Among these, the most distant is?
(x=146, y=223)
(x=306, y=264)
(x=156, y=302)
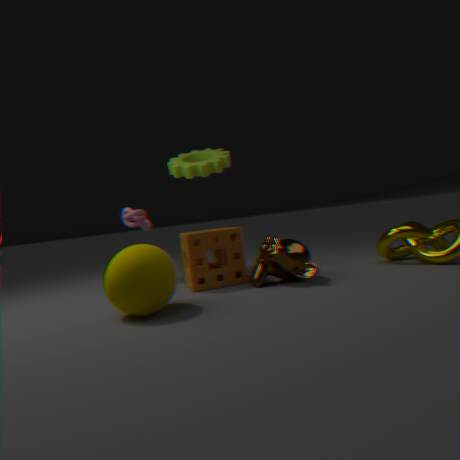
(x=146, y=223)
